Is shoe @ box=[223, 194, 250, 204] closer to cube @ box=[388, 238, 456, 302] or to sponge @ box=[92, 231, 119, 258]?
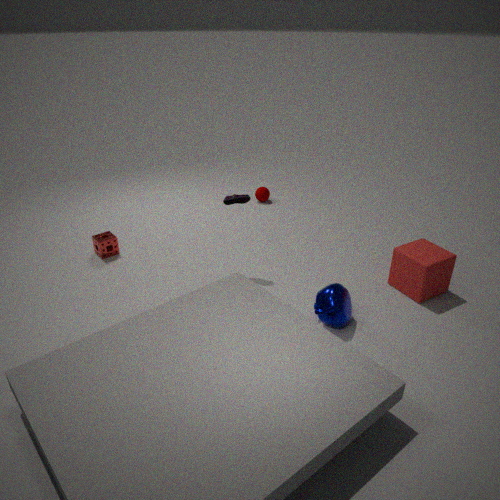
sponge @ box=[92, 231, 119, 258]
